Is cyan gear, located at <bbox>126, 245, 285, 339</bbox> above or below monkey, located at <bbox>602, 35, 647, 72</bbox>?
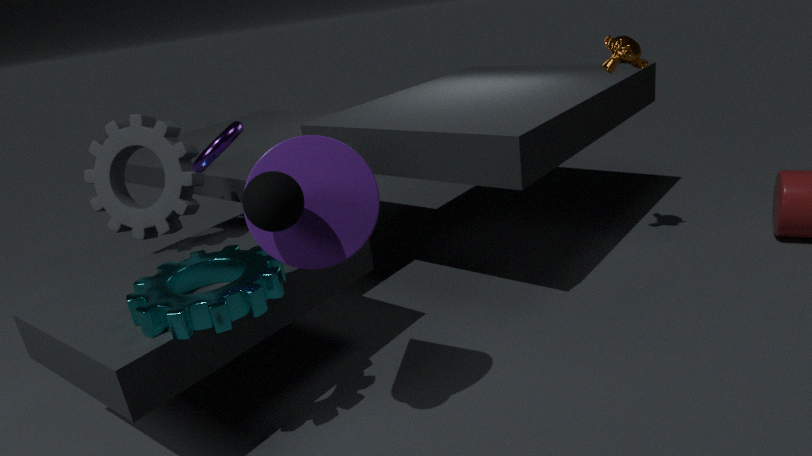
below
